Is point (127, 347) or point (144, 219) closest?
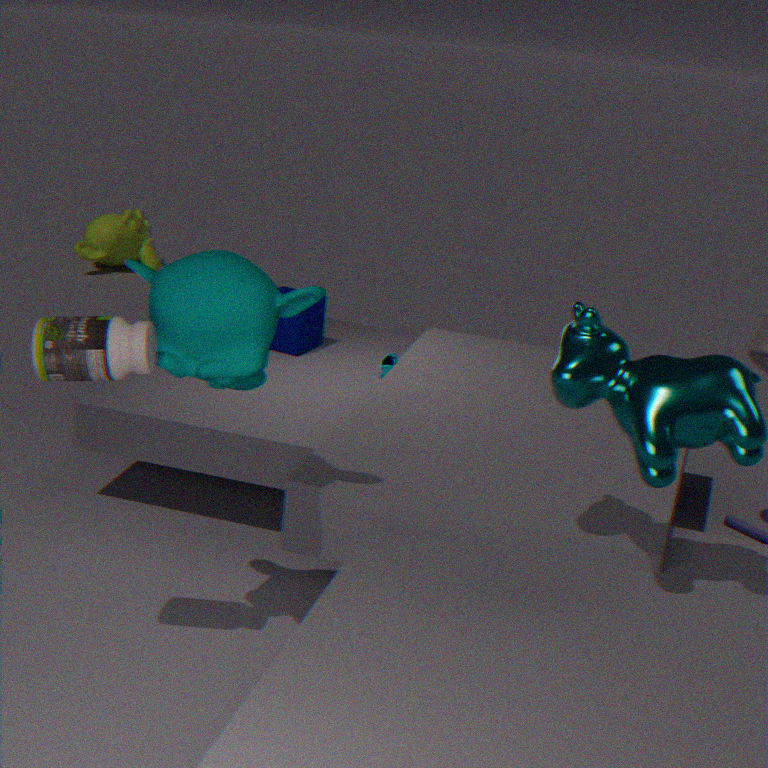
point (127, 347)
